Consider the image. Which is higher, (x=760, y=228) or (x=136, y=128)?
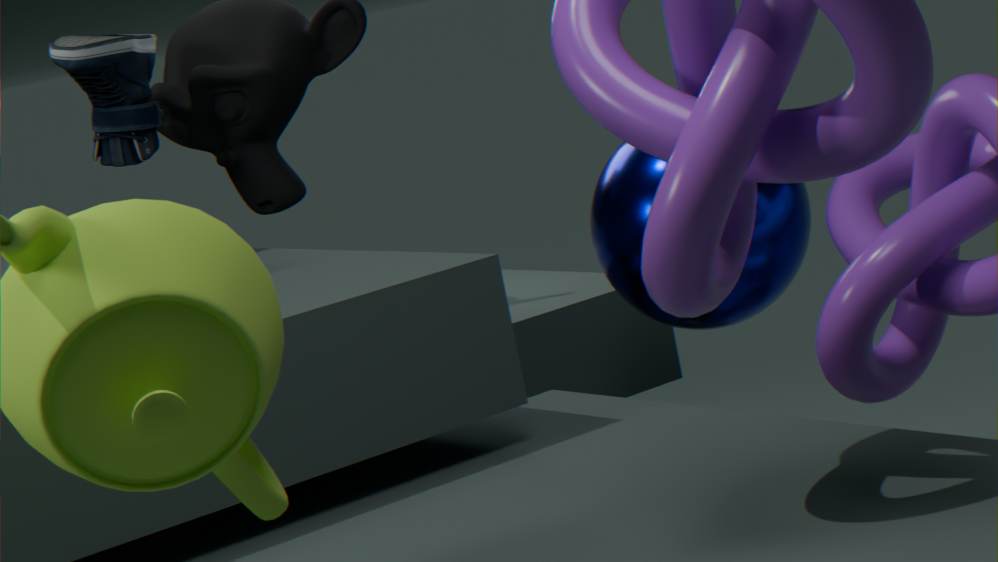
(x=136, y=128)
